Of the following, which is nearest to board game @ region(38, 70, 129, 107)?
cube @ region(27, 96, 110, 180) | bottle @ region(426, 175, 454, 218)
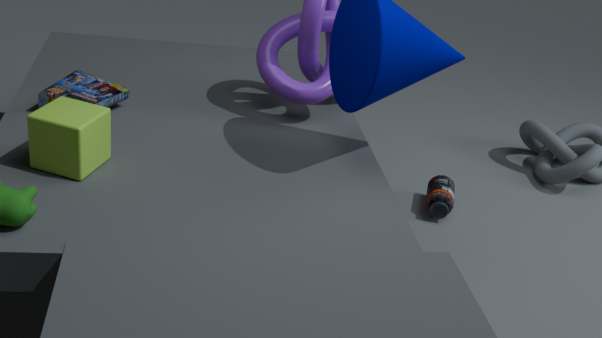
cube @ region(27, 96, 110, 180)
